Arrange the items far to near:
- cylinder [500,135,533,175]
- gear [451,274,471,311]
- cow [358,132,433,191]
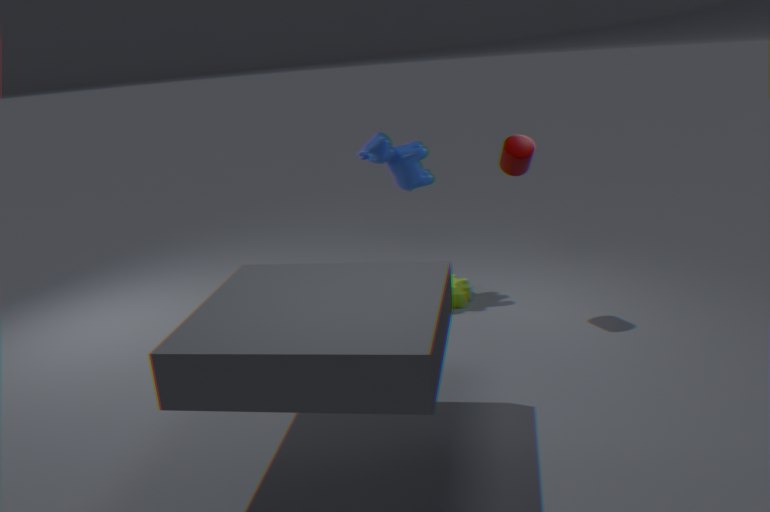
gear [451,274,471,311] → cow [358,132,433,191] → cylinder [500,135,533,175]
